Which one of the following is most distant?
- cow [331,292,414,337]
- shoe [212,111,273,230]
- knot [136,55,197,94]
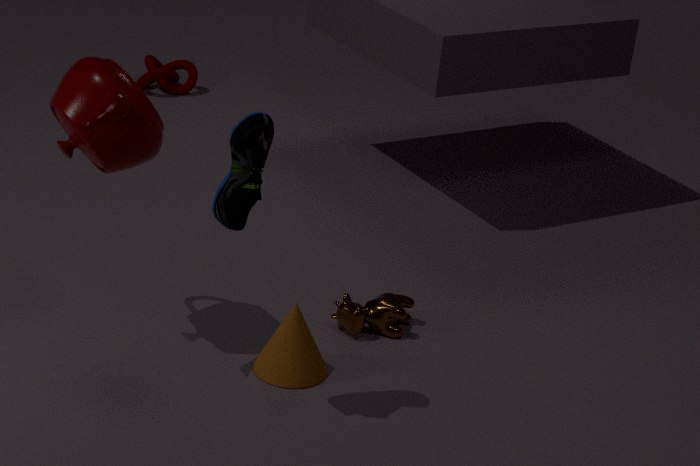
knot [136,55,197,94]
